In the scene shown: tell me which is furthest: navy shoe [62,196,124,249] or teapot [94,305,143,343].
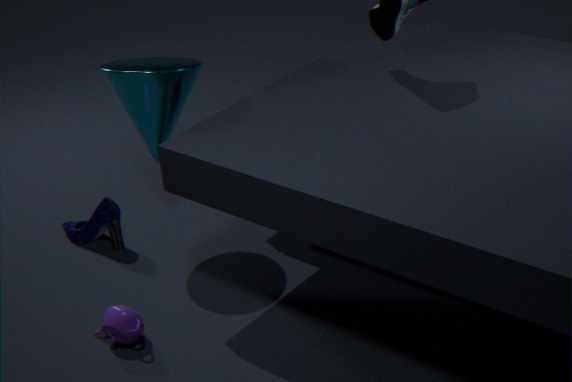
navy shoe [62,196,124,249]
